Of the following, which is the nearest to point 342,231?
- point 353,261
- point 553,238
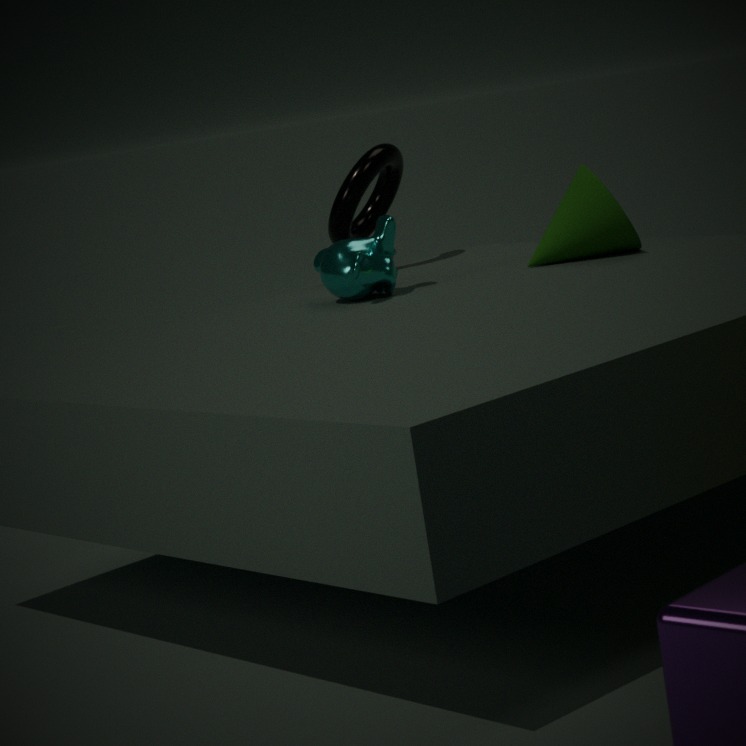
point 353,261
